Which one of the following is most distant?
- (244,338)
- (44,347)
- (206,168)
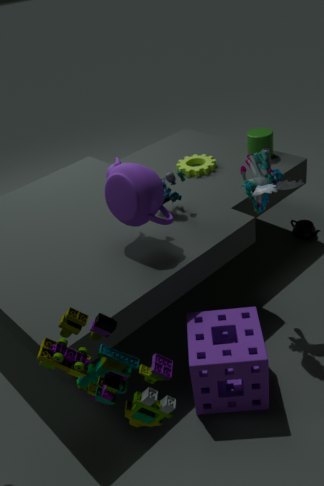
(206,168)
